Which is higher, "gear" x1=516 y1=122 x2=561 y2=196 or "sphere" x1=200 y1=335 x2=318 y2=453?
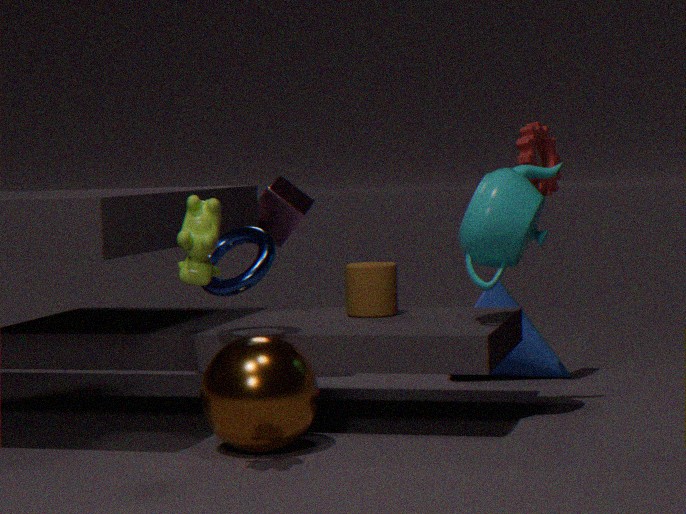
"gear" x1=516 y1=122 x2=561 y2=196
